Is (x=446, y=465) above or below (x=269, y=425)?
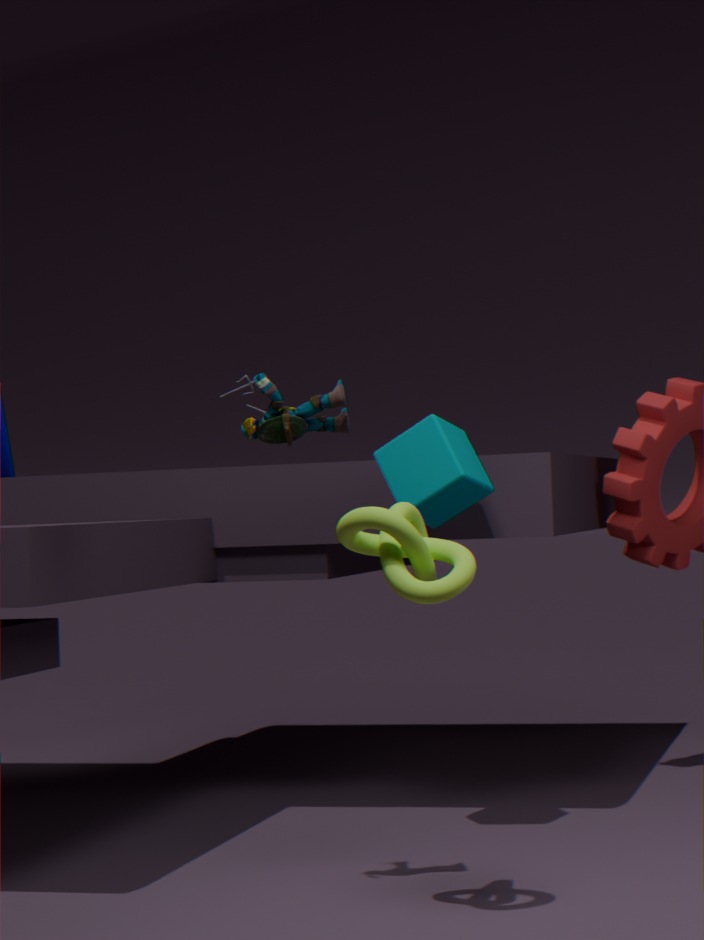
below
